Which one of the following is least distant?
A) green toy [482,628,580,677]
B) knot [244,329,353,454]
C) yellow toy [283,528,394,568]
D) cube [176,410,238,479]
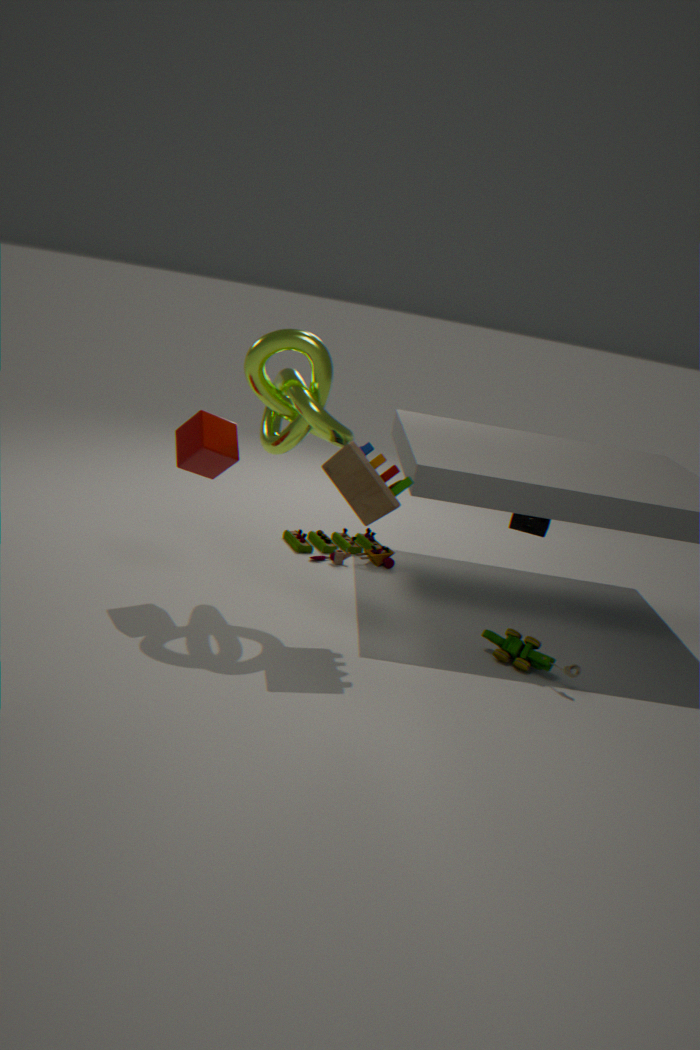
knot [244,329,353,454]
